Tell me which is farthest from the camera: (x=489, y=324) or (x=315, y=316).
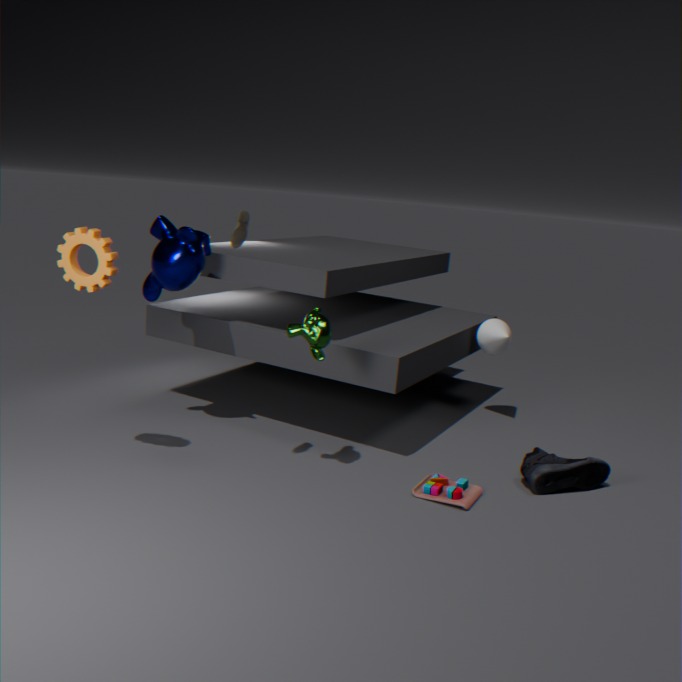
(x=489, y=324)
